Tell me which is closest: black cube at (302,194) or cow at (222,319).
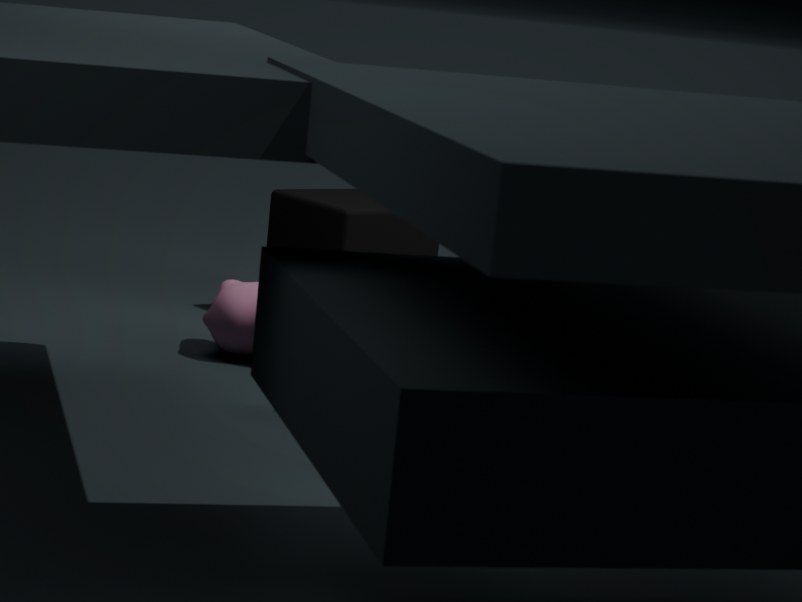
cow at (222,319)
